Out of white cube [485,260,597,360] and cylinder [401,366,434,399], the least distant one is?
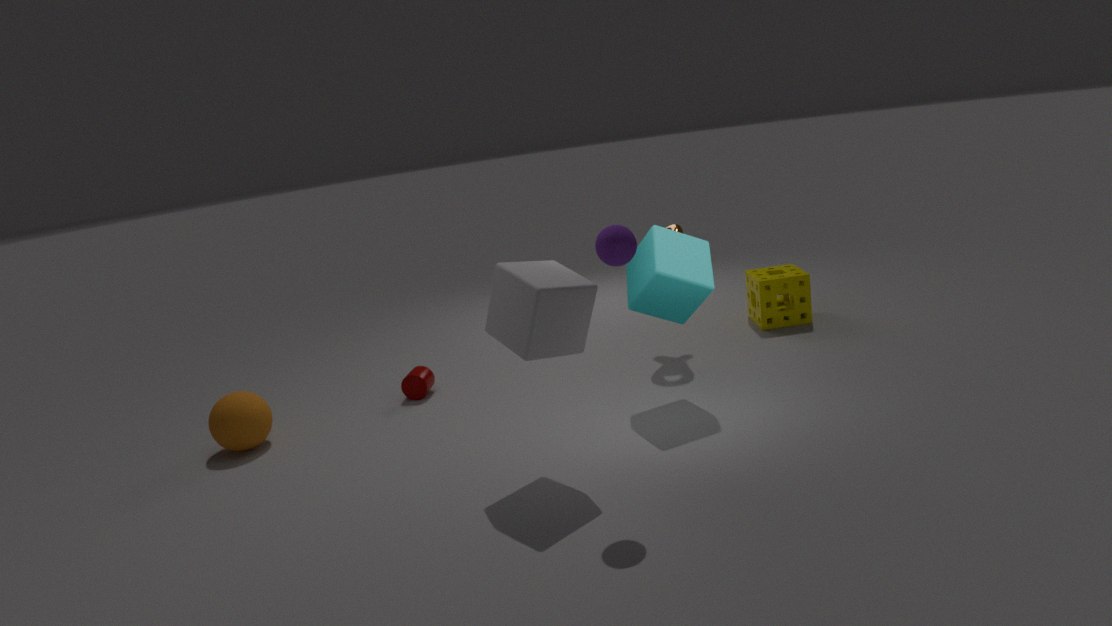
white cube [485,260,597,360]
